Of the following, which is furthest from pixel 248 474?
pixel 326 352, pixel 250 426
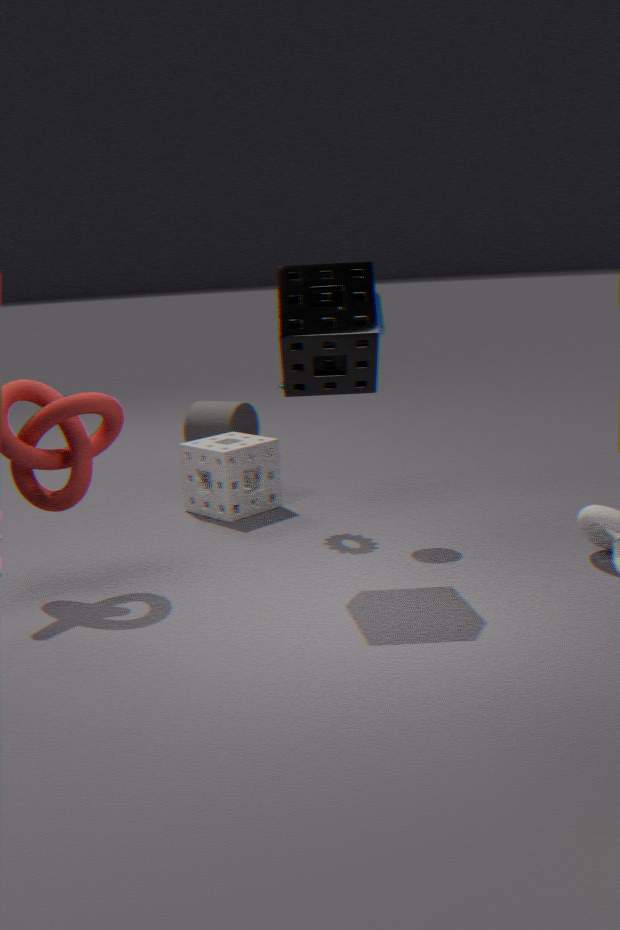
pixel 326 352
